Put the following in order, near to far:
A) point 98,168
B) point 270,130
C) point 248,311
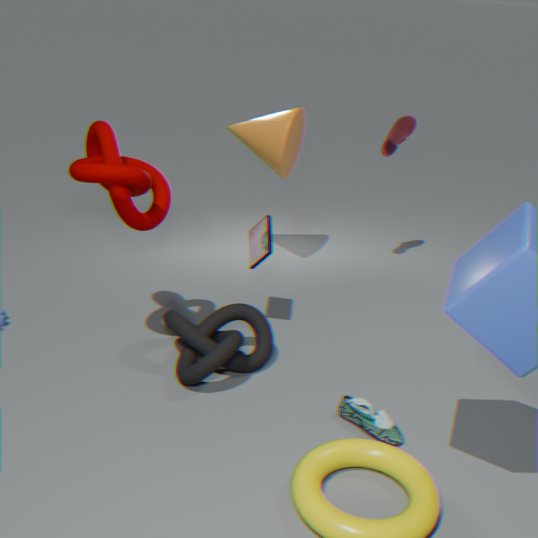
point 98,168, point 248,311, point 270,130
